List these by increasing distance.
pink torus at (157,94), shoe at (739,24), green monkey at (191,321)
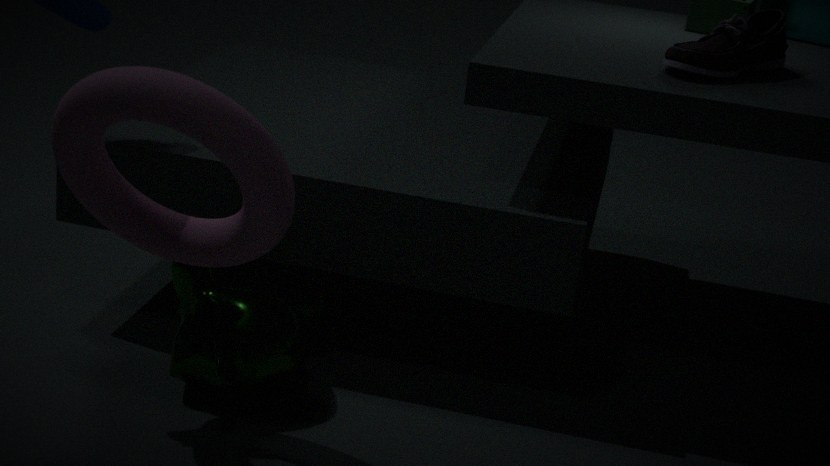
pink torus at (157,94) → green monkey at (191,321) → shoe at (739,24)
